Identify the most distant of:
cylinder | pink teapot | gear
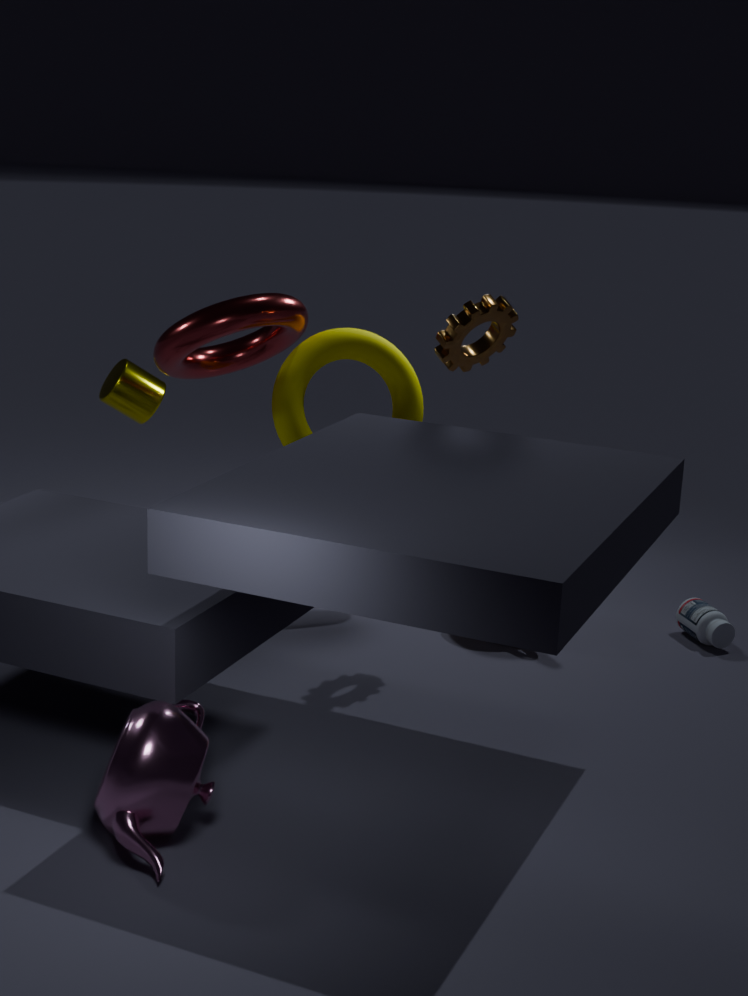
cylinder
